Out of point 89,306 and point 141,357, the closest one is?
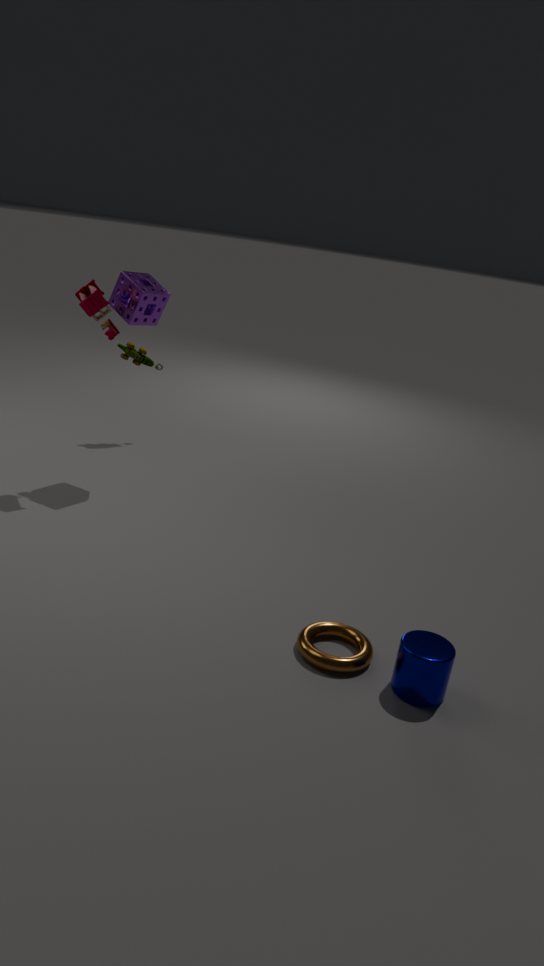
point 89,306
